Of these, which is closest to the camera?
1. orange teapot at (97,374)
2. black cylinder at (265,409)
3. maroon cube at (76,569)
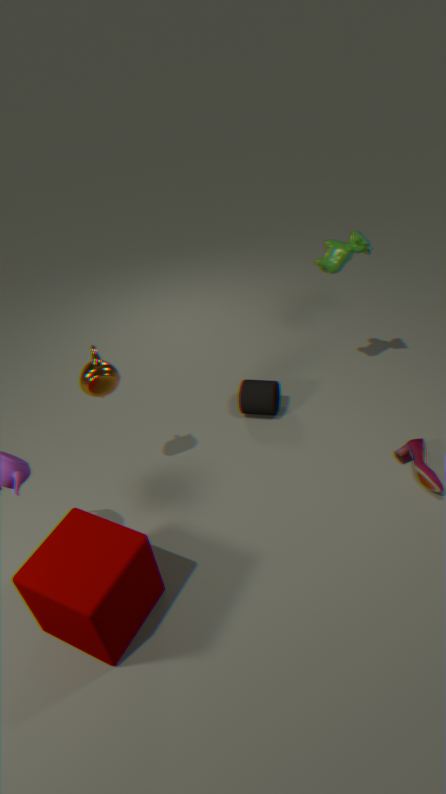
maroon cube at (76,569)
